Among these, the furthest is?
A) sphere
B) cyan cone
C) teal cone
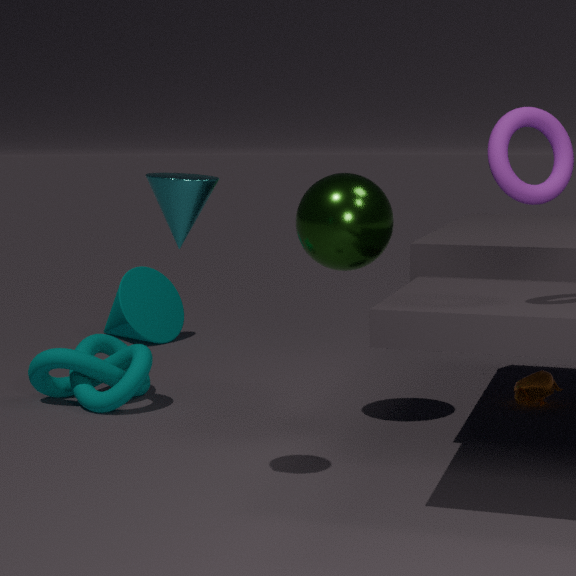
teal cone
